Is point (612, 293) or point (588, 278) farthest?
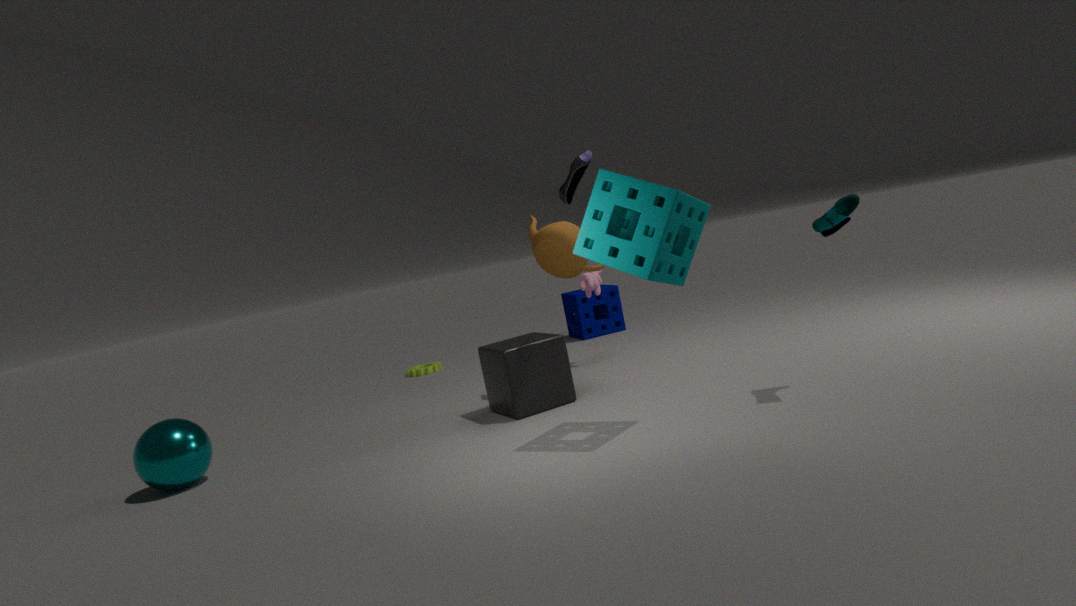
point (612, 293)
